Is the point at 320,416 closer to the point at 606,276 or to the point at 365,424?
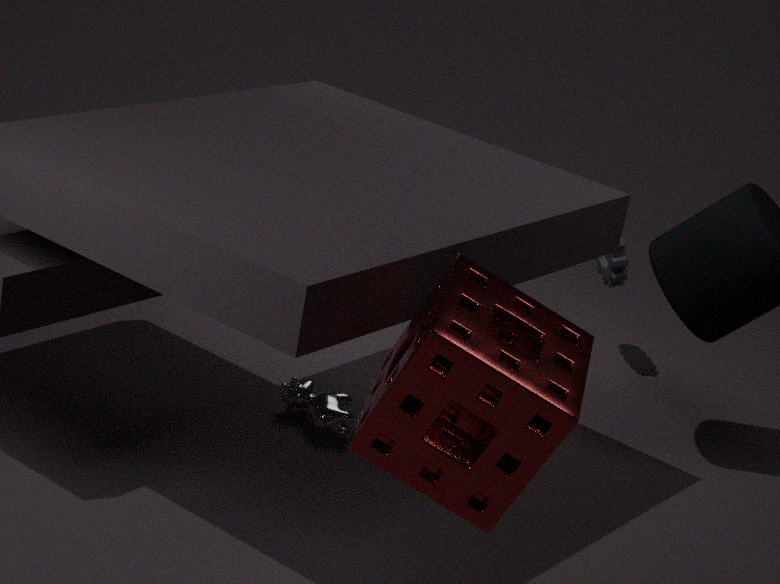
the point at 606,276
